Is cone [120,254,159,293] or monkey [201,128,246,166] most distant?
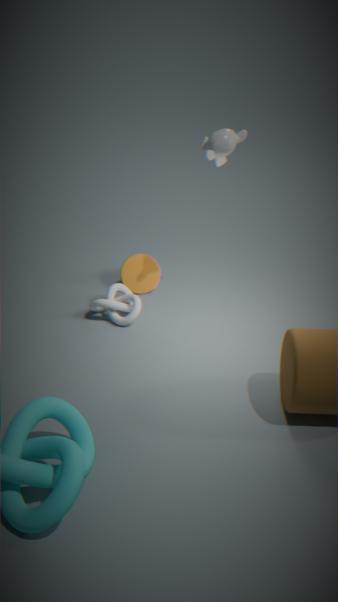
cone [120,254,159,293]
